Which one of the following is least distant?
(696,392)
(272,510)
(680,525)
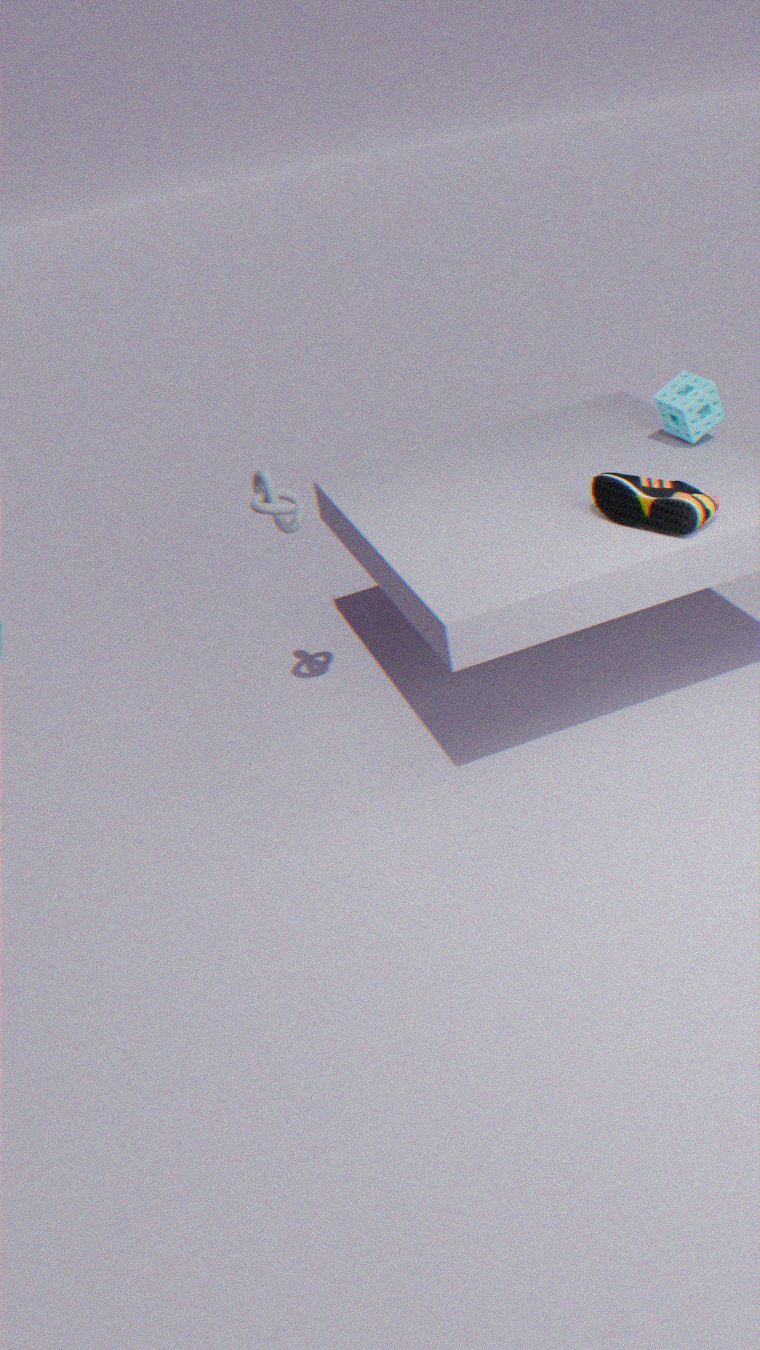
(680,525)
